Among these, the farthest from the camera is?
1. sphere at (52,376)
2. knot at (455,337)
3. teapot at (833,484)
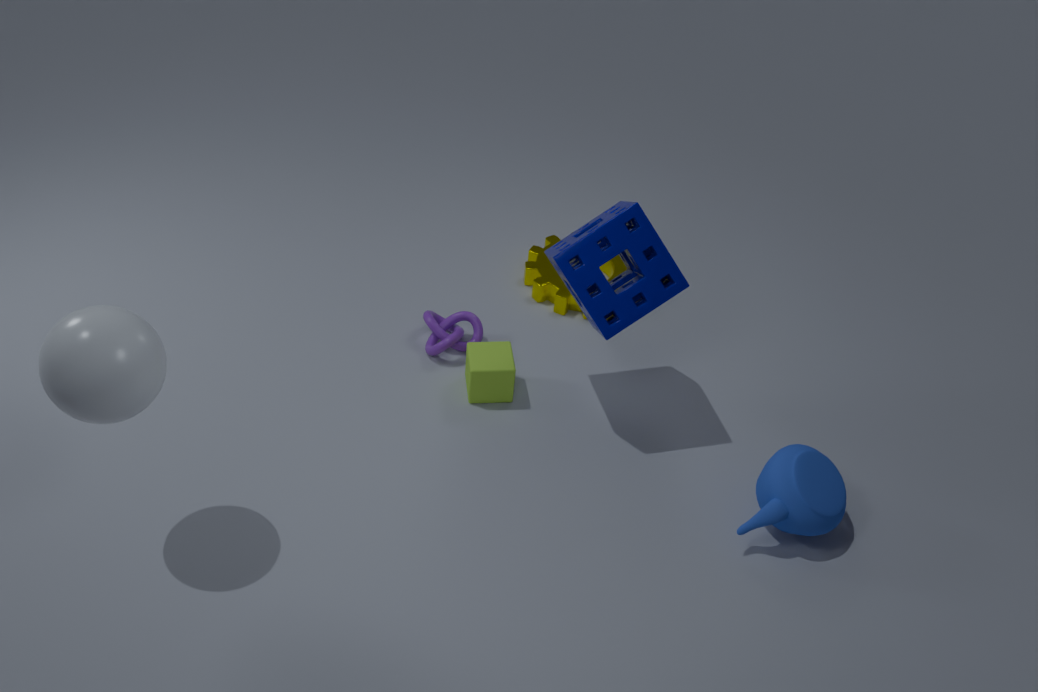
knot at (455,337)
